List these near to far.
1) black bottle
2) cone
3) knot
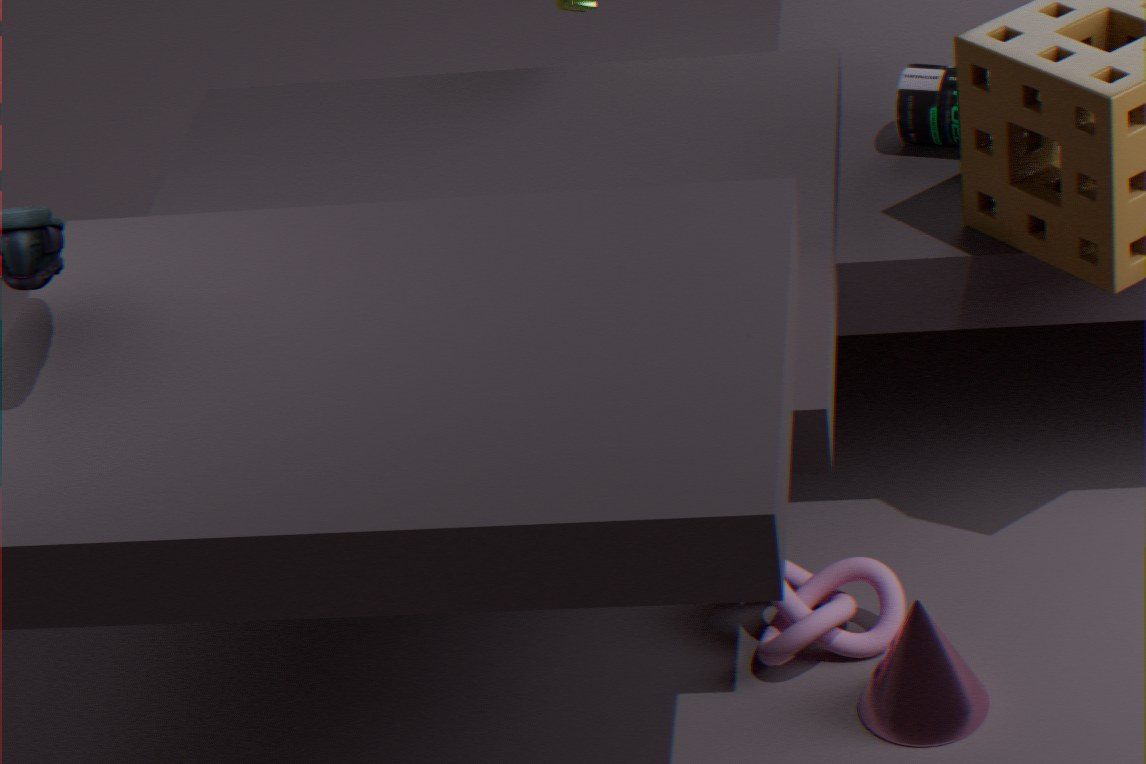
1. 2. cone
2. 3. knot
3. 1. black bottle
